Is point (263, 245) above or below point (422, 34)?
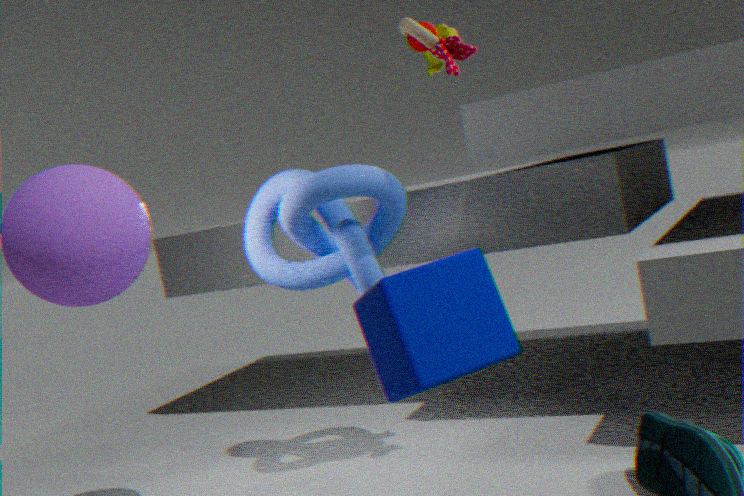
below
